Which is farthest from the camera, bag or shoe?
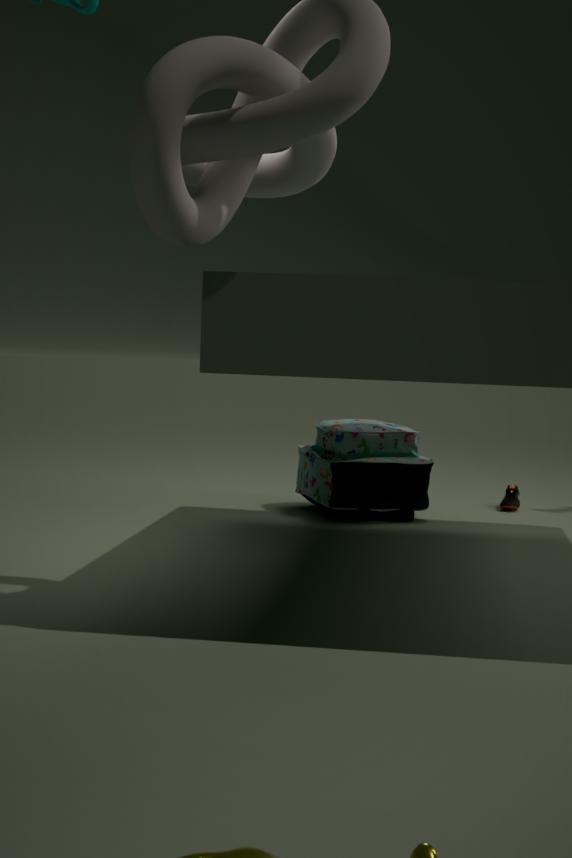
shoe
